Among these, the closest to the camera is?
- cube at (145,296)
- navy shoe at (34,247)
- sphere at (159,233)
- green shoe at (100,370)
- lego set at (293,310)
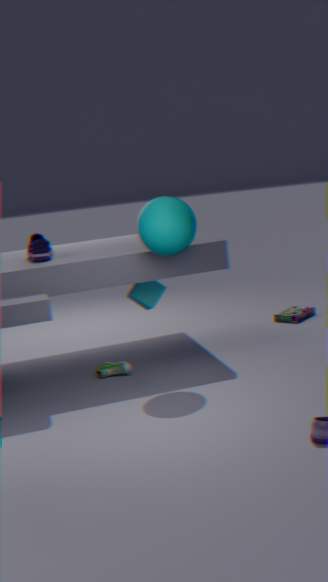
sphere at (159,233)
